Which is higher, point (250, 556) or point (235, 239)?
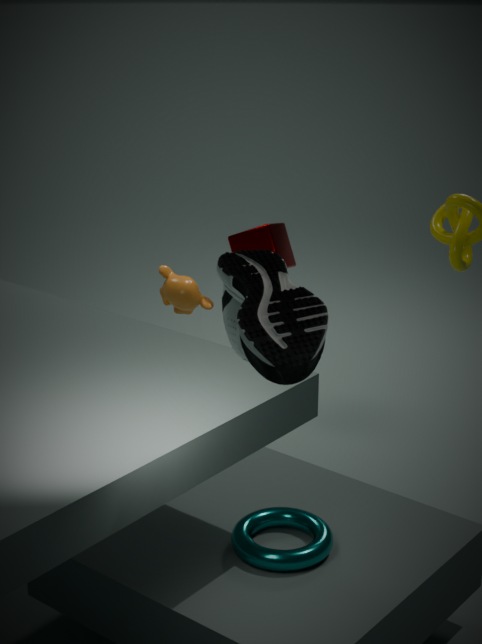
point (235, 239)
